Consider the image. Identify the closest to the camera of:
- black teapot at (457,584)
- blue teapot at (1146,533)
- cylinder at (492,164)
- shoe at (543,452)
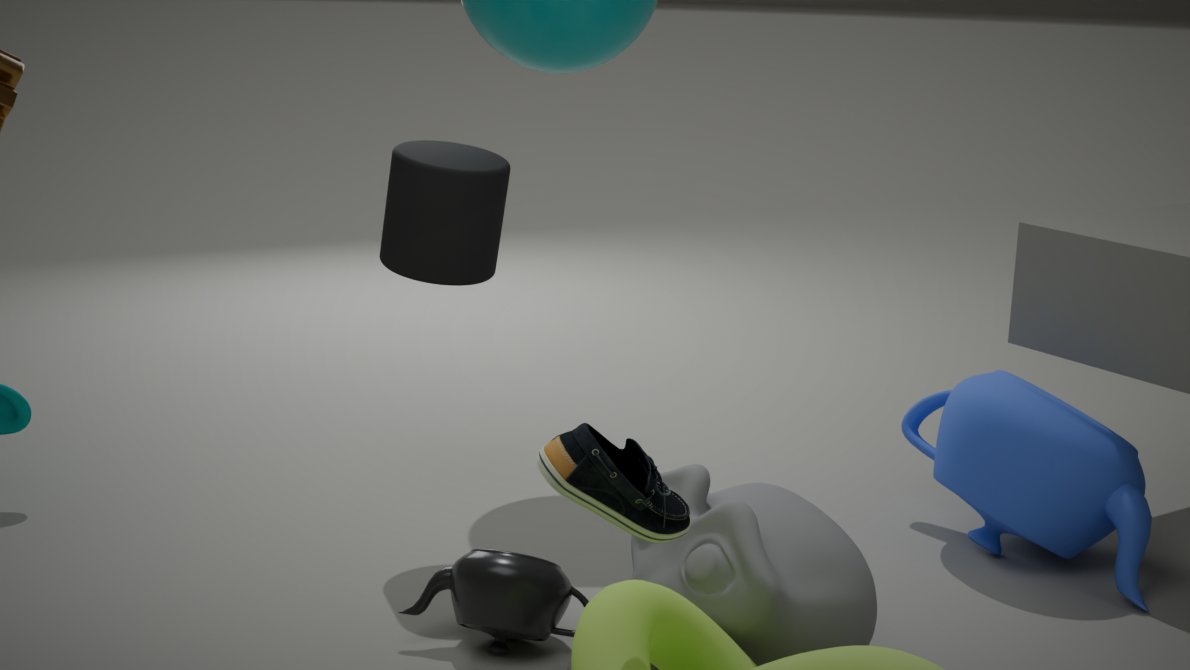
shoe at (543,452)
